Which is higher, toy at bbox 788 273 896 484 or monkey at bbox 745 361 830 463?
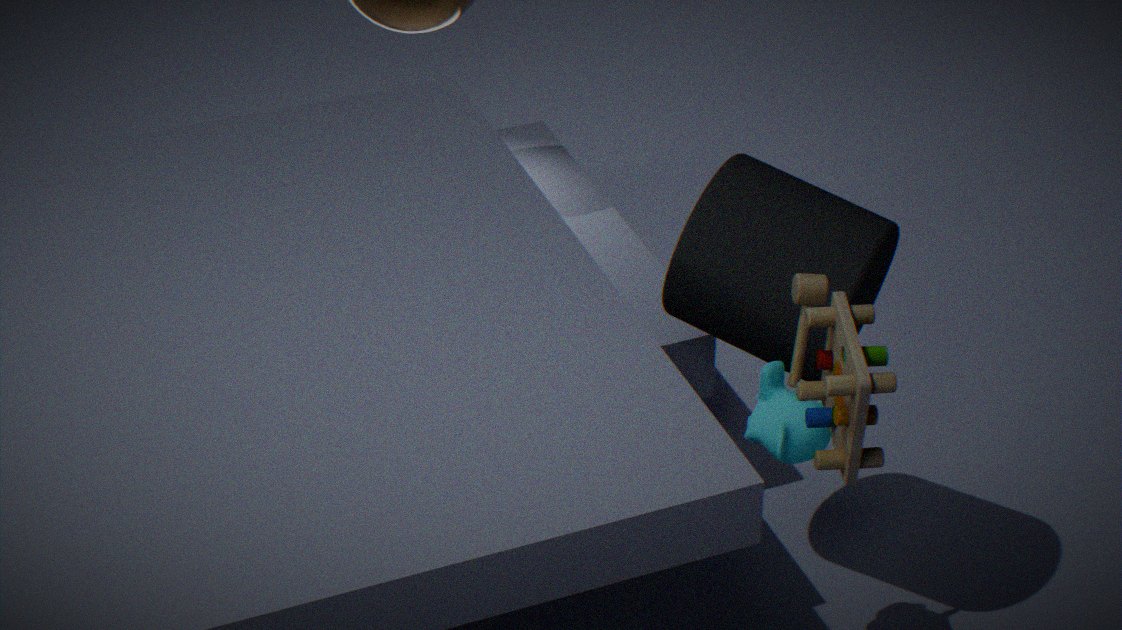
toy at bbox 788 273 896 484
